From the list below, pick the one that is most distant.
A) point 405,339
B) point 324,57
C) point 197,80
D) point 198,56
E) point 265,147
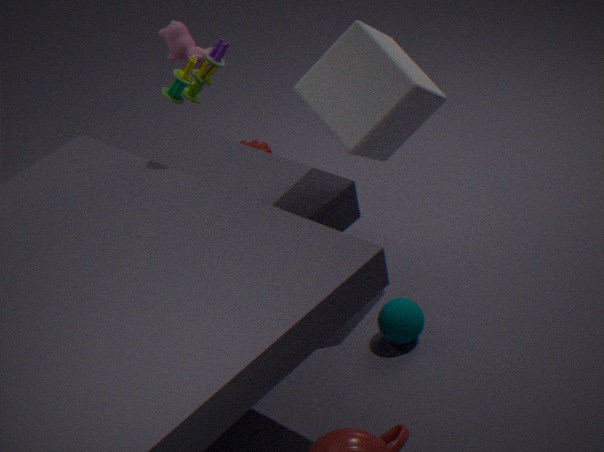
point 265,147
